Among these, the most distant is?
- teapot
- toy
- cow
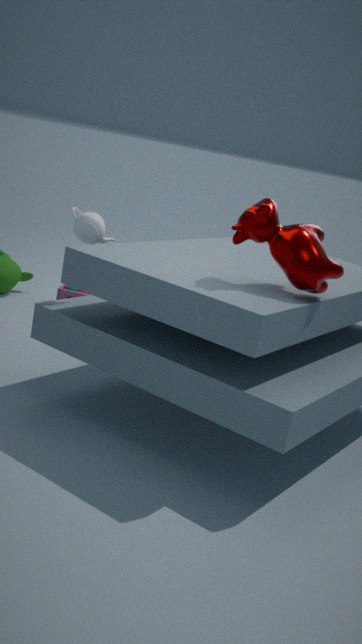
toy
